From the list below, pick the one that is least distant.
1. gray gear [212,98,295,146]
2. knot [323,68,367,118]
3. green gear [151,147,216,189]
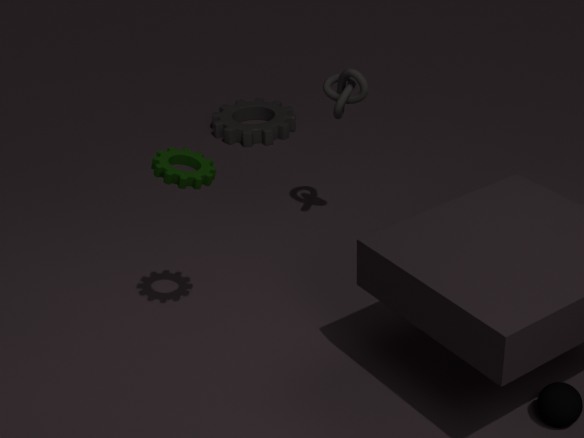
green gear [151,147,216,189]
